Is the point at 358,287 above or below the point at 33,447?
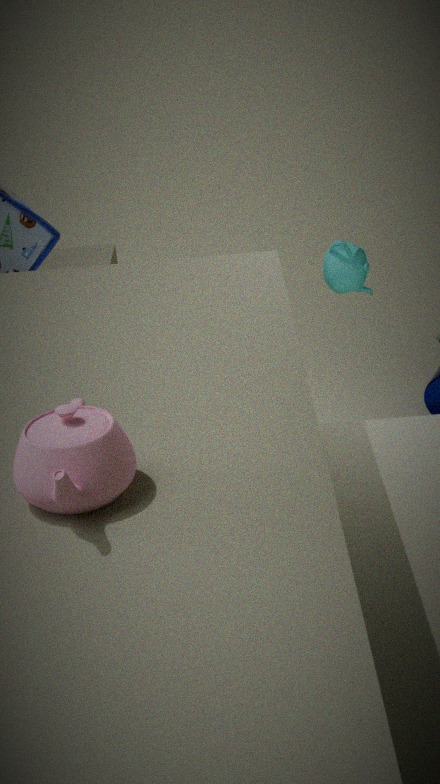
below
